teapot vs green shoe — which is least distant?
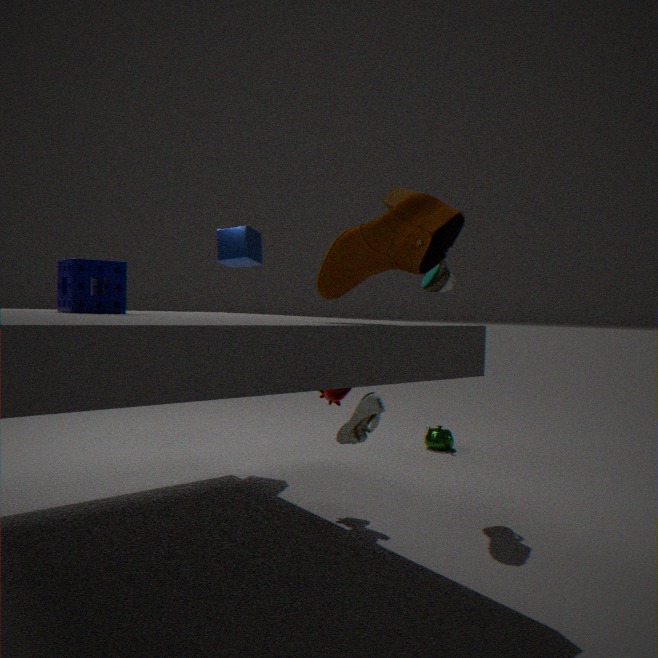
green shoe
